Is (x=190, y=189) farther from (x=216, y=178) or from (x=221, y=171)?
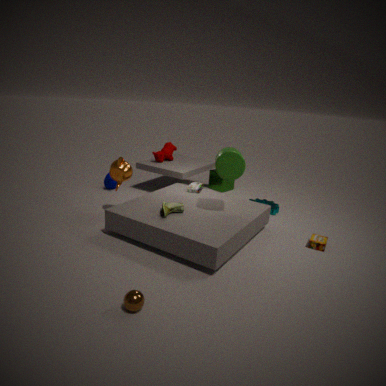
(x=216, y=178)
